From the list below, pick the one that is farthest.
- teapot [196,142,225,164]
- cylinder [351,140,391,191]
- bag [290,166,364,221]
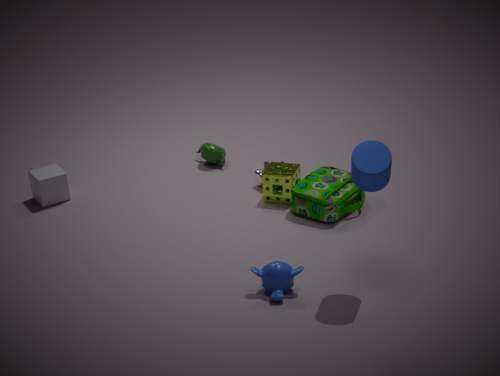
teapot [196,142,225,164]
